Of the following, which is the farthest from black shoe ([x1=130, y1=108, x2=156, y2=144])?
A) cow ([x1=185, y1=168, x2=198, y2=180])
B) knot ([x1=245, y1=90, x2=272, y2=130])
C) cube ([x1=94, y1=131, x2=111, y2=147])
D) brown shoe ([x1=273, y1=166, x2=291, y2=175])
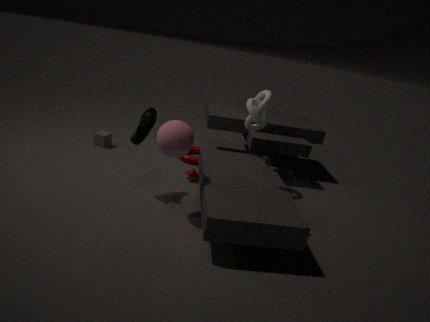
brown shoe ([x1=273, y1=166, x2=291, y2=175])
